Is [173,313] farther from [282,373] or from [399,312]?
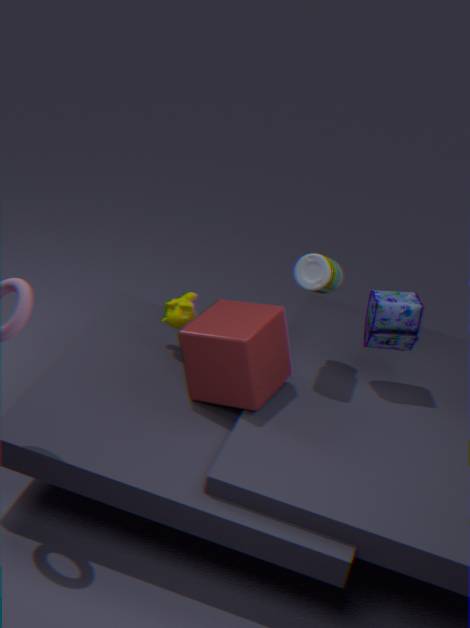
[399,312]
